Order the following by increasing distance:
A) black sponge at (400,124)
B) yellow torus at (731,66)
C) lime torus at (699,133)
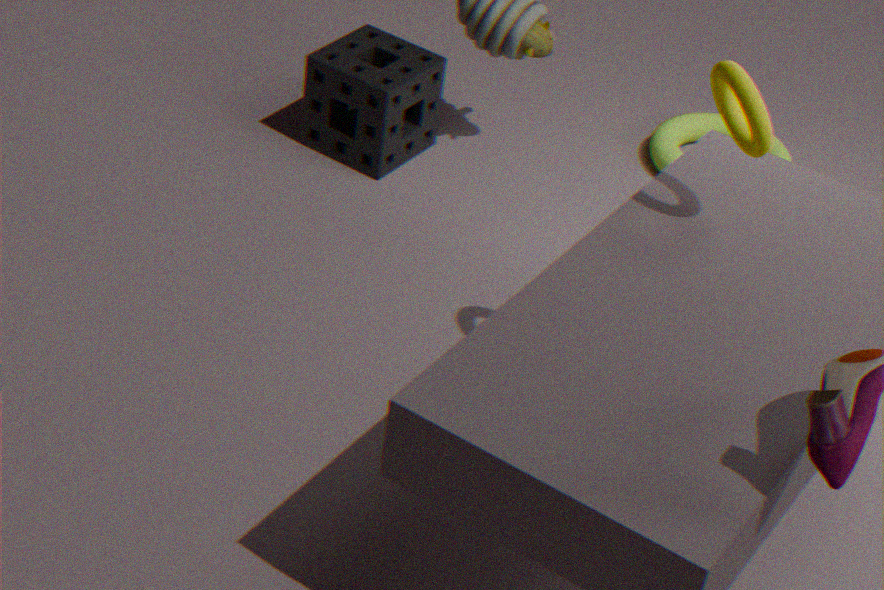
yellow torus at (731,66)
black sponge at (400,124)
lime torus at (699,133)
